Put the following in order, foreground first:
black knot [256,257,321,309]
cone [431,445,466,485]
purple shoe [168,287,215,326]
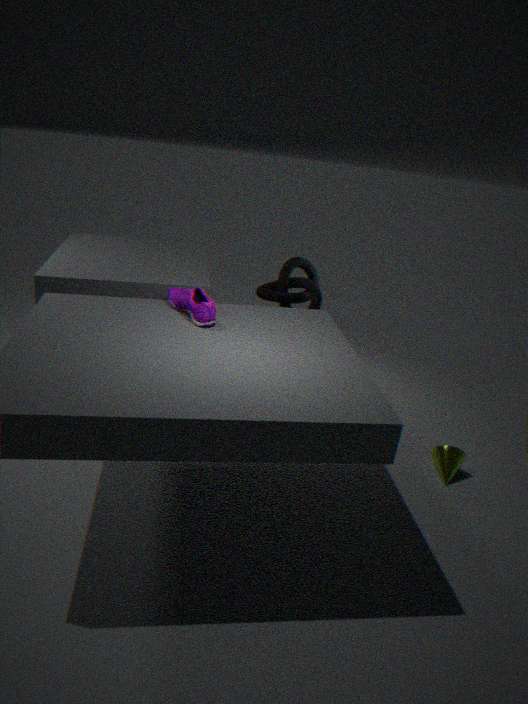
purple shoe [168,287,215,326] → cone [431,445,466,485] → black knot [256,257,321,309]
